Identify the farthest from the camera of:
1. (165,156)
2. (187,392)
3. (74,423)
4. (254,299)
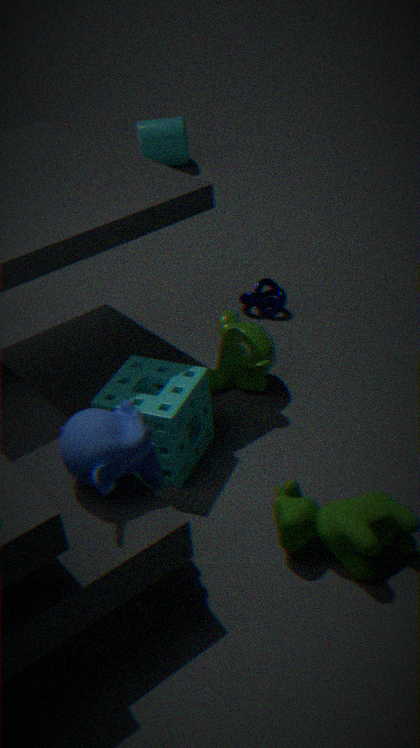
(165,156)
